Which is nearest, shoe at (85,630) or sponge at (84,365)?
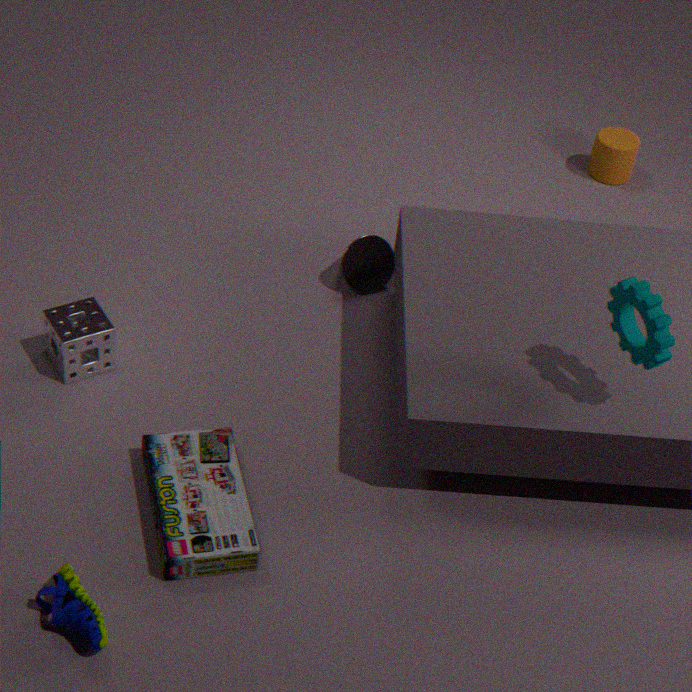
shoe at (85,630)
